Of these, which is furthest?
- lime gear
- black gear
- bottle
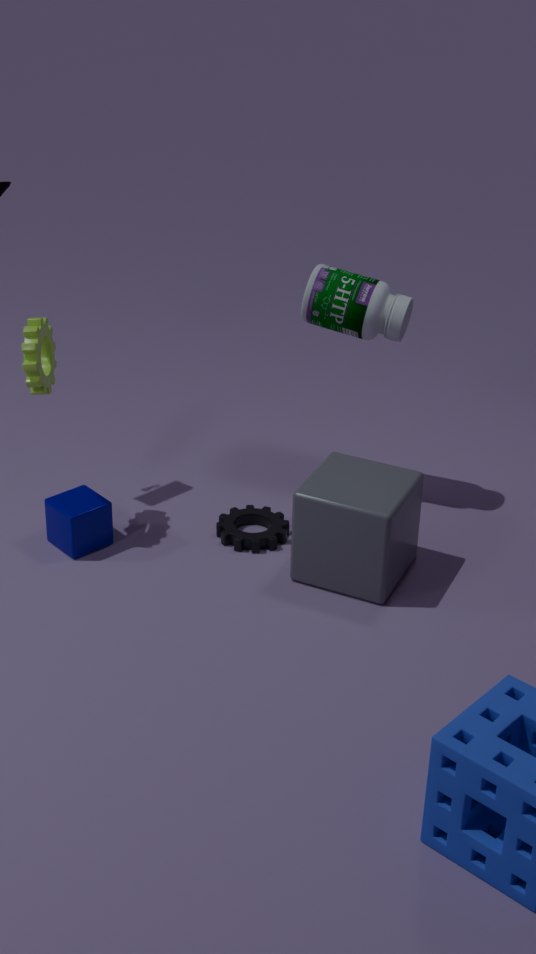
black gear
